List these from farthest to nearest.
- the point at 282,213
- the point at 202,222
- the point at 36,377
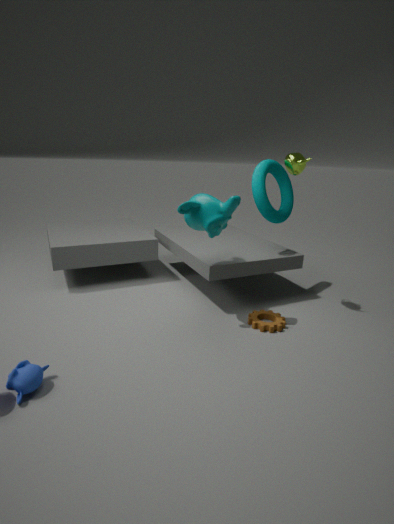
1. the point at 282,213
2. the point at 202,222
3. the point at 36,377
